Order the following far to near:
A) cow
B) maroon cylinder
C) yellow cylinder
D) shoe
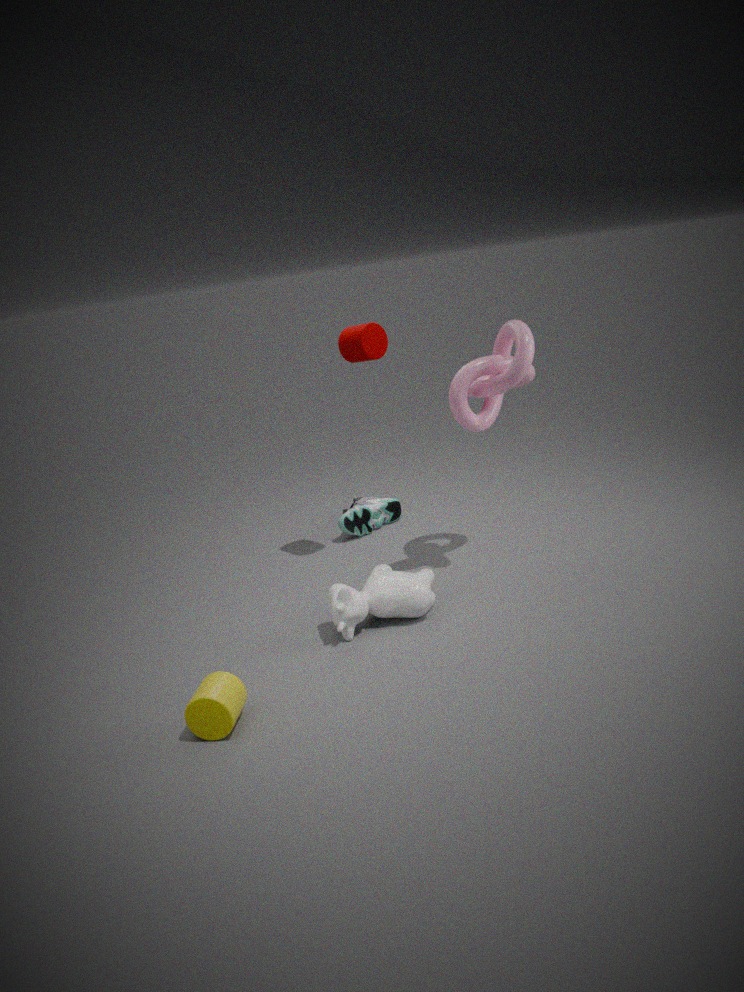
shoe → maroon cylinder → cow → yellow cylinder
